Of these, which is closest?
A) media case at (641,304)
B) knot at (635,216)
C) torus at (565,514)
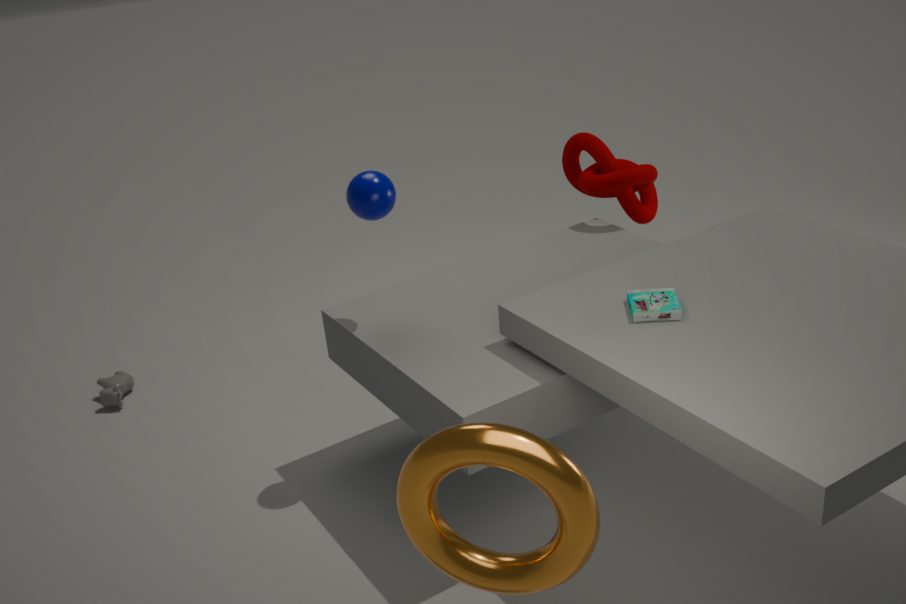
torus at (565,514)
